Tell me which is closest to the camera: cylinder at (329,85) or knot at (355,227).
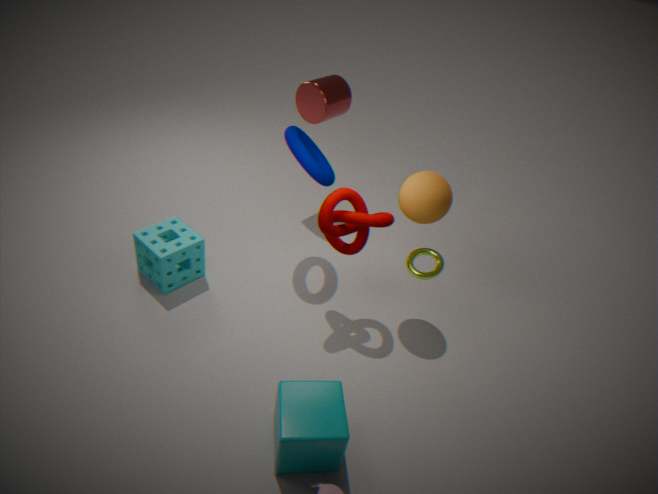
knot at (355,227)
